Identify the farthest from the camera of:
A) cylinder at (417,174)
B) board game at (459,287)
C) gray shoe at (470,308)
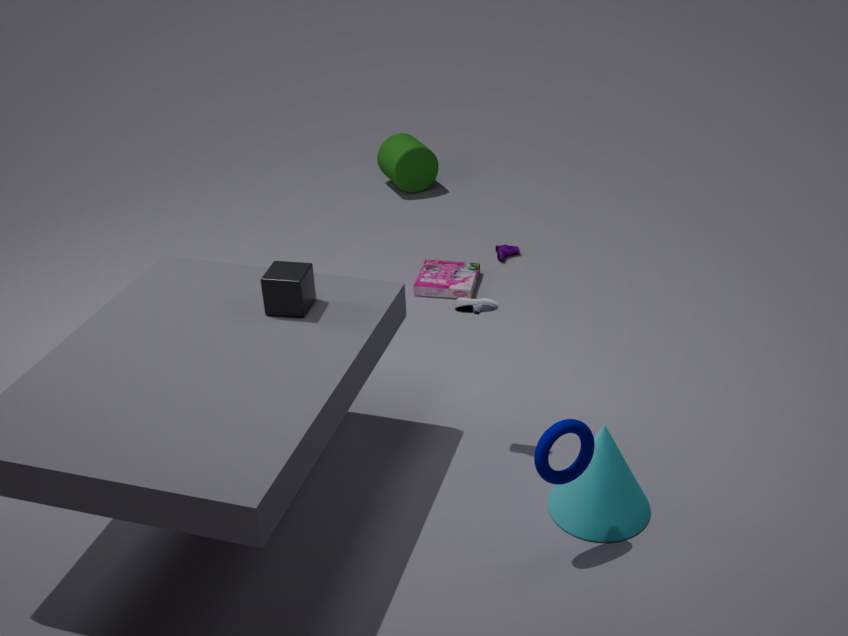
cylinder at (417,174)
